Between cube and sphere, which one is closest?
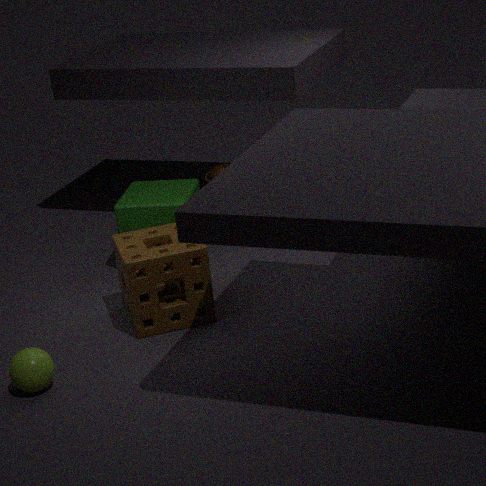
sphere
